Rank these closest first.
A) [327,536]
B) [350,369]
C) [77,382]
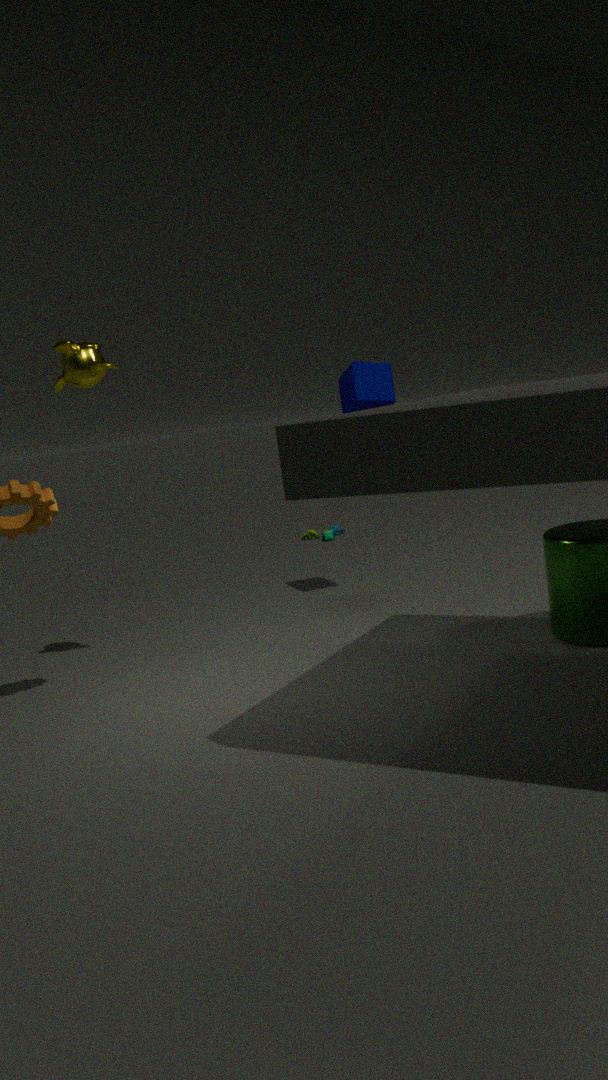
[77,382]
[350,369]
[327,536]
